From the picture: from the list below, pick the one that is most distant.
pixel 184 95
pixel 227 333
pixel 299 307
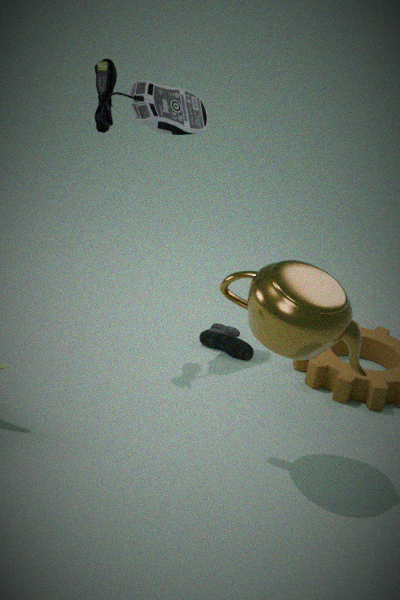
pixel 227 333
